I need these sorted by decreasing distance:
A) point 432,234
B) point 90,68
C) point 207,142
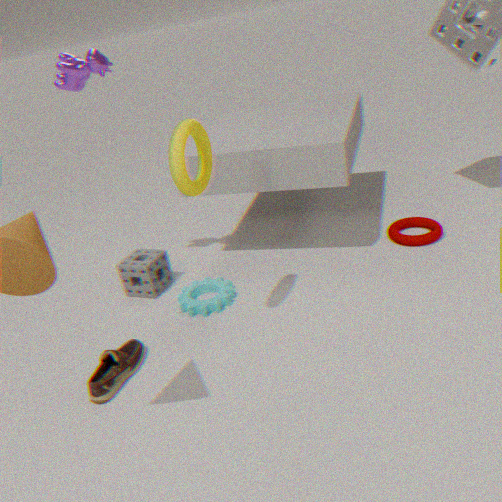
point 432,234 < point 90,68 < point 207,142
